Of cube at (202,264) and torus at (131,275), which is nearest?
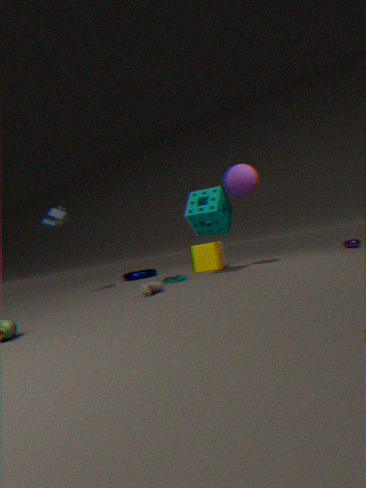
cube at (202,264)
